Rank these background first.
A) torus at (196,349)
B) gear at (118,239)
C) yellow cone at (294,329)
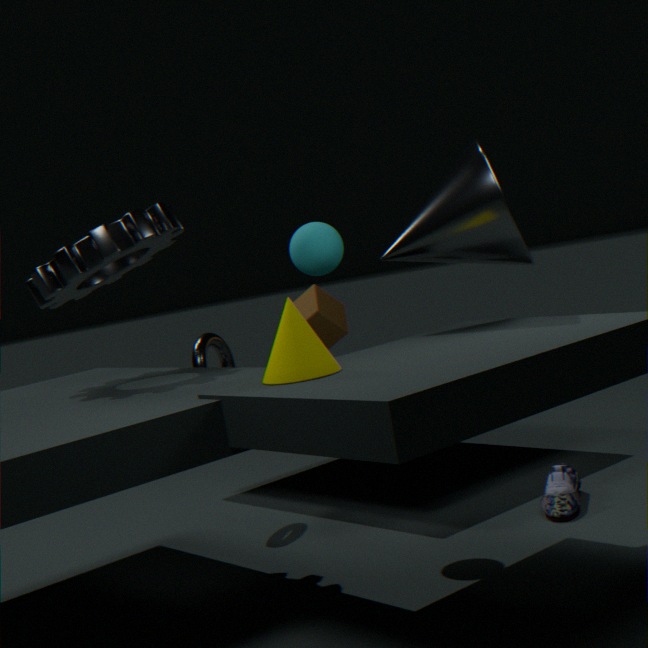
torus at (196,349) → gear at (118,239) → yellow cone at (294,329)
